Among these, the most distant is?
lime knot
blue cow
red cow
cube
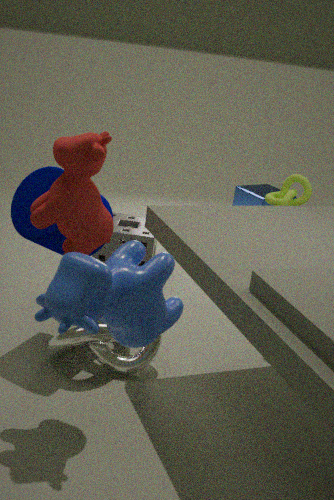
cube
